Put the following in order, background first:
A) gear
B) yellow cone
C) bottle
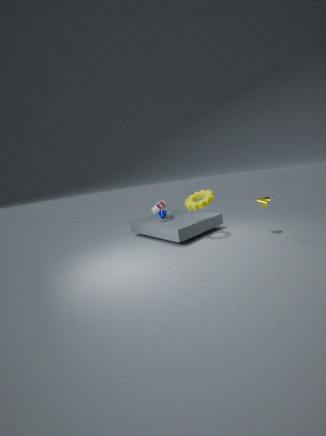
bottle
gear
yellow cone
